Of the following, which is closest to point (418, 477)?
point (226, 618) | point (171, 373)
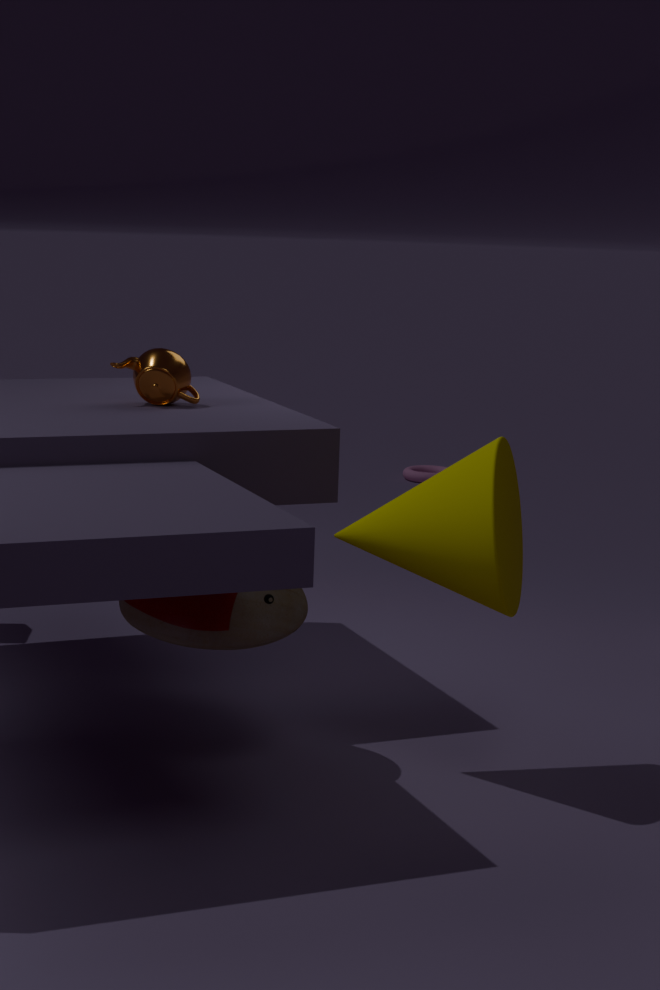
point (171, 373)
